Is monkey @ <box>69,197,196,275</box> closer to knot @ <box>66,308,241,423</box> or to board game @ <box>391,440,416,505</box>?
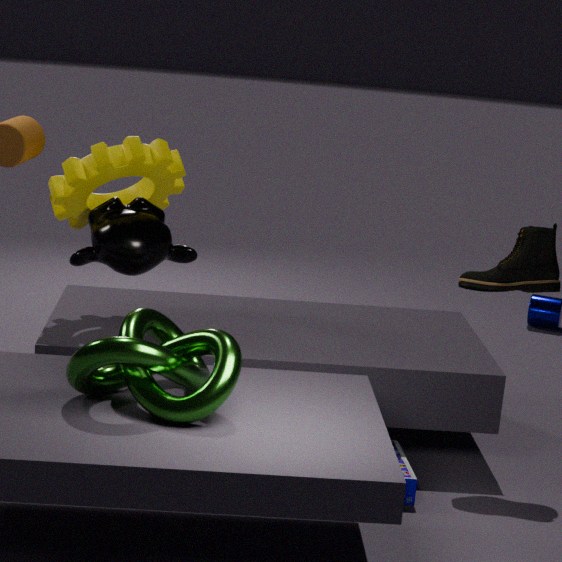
knot @ <box>66,308,241,423</box>
